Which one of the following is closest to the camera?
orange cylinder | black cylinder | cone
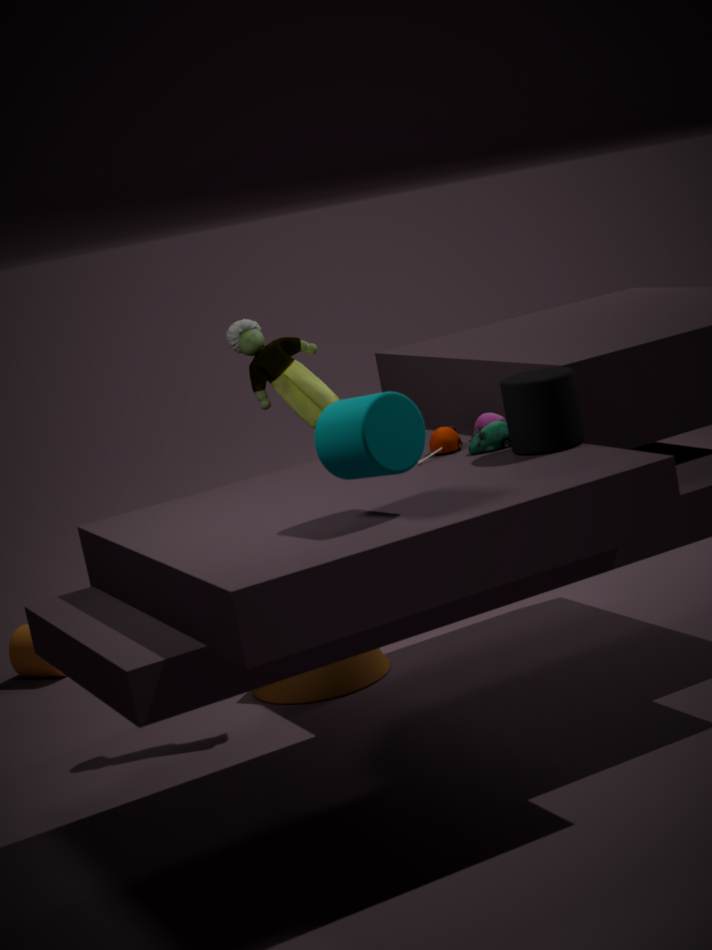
black cylinder
